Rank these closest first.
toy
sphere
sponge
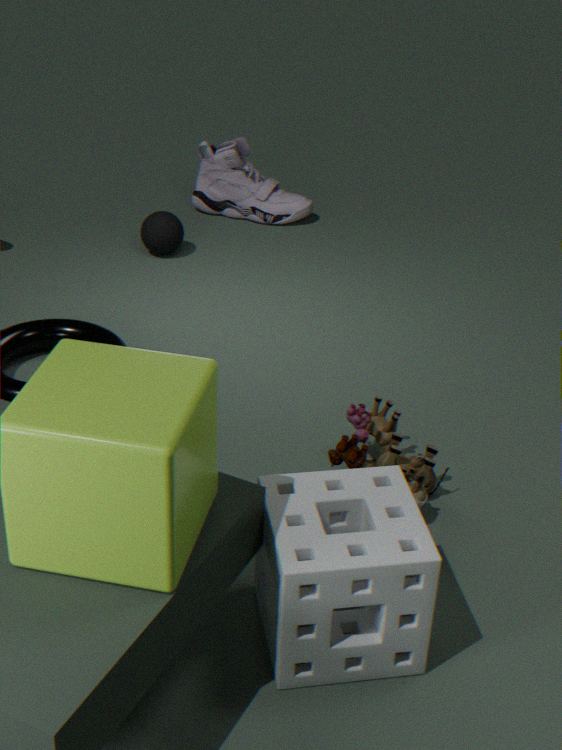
1. sponge
2. toy
3. sphere
